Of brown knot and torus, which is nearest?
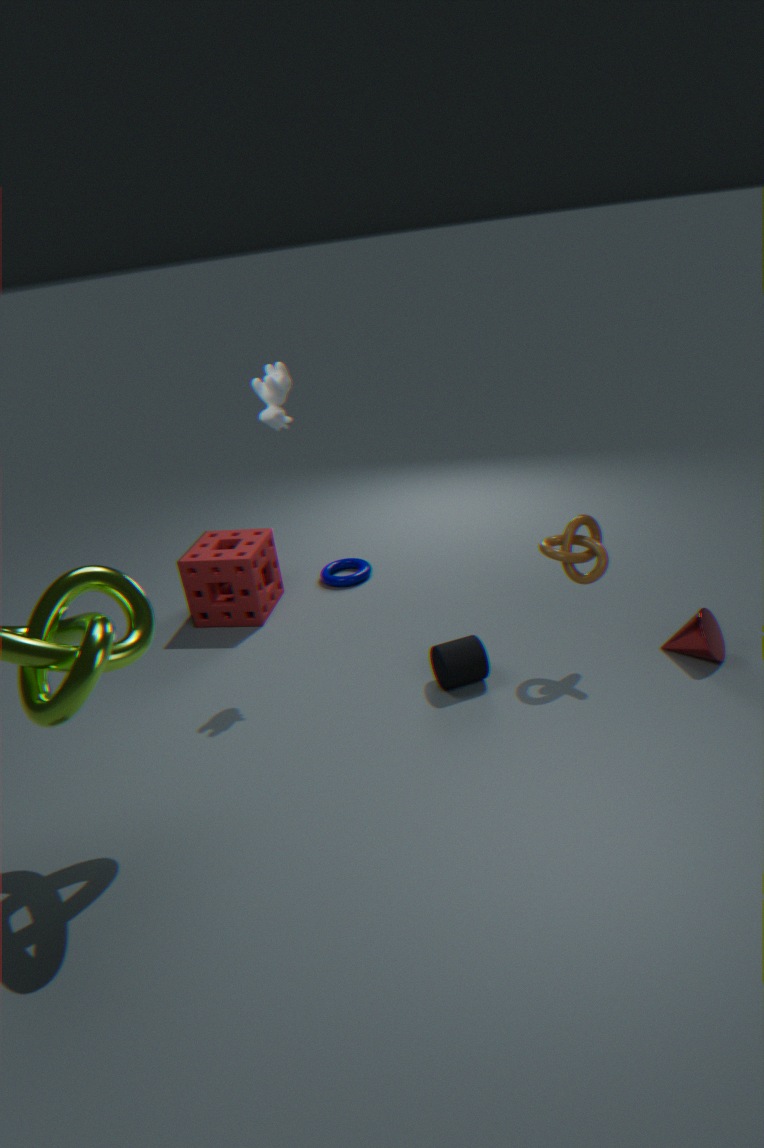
brown knot
